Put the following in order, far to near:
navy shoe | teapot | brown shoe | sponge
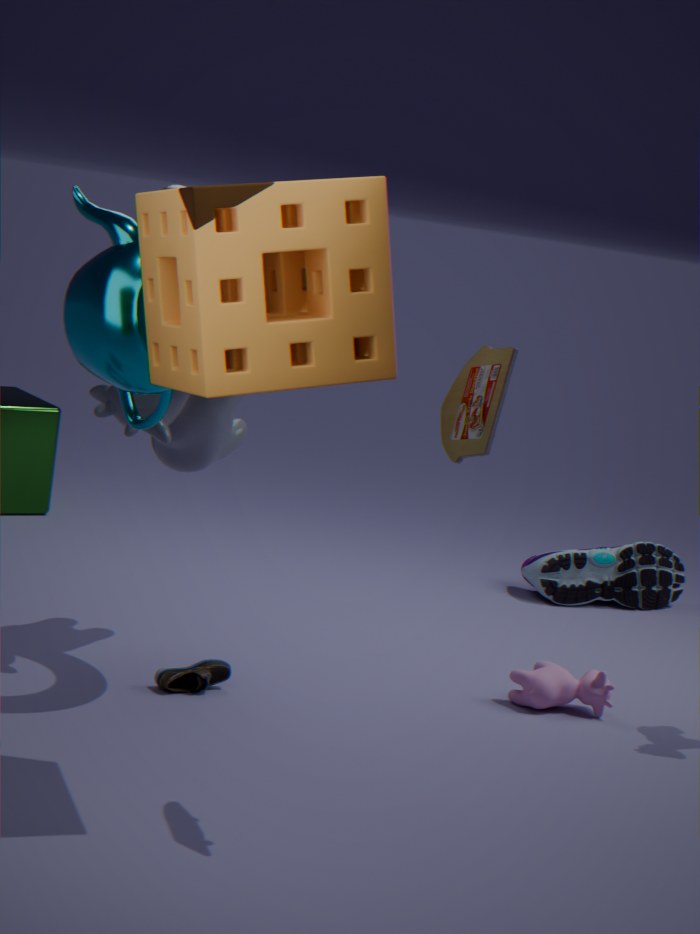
navy shoe
brown shoe
teapot
sponge
